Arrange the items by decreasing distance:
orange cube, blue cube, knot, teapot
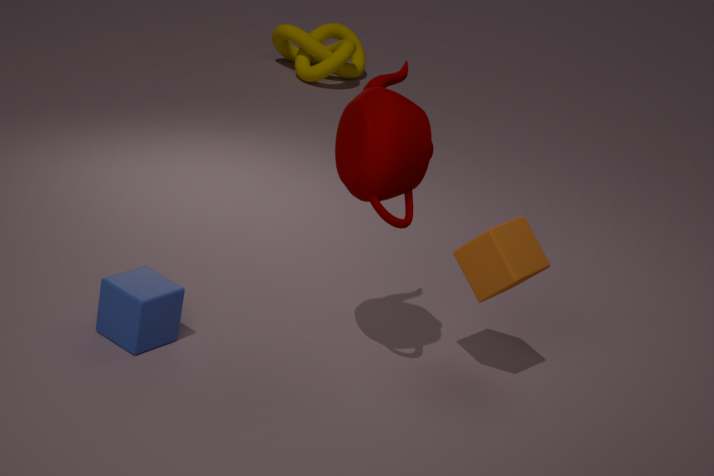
1. knot
2. orange cube
3. blue cube
4. teapot
